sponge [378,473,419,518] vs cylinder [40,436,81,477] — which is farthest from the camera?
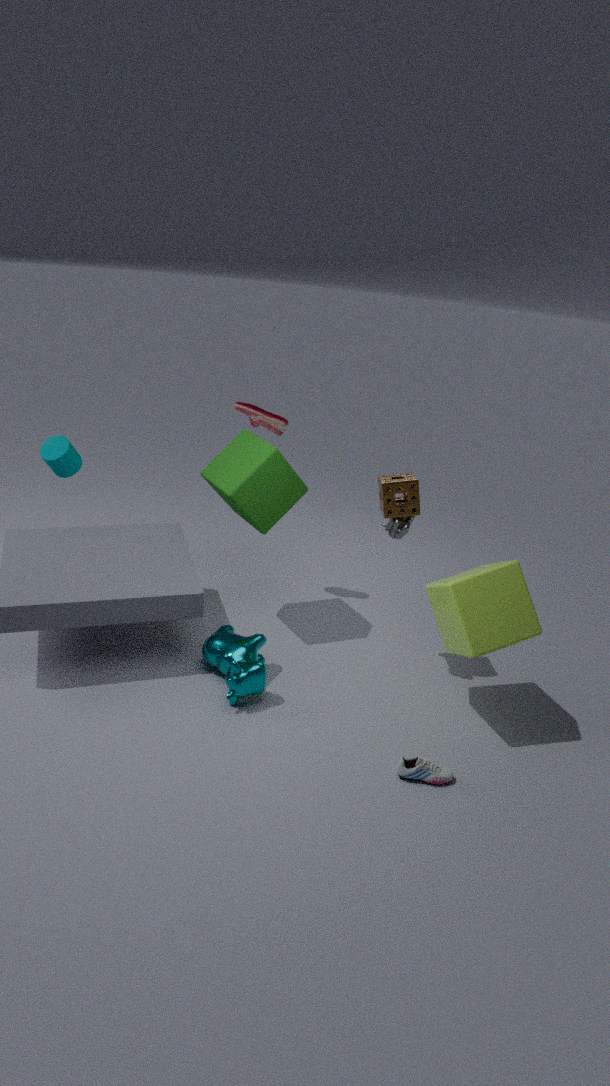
cylinder [40,436,81,477]
